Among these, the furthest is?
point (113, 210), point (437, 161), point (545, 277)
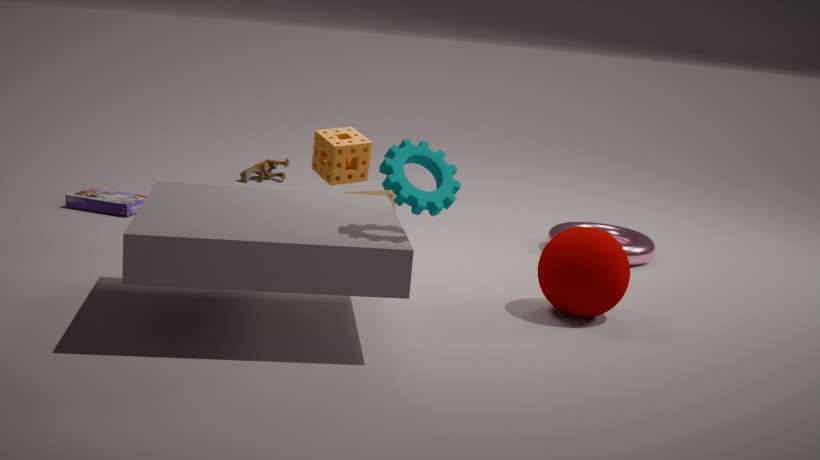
point (113, 210)
